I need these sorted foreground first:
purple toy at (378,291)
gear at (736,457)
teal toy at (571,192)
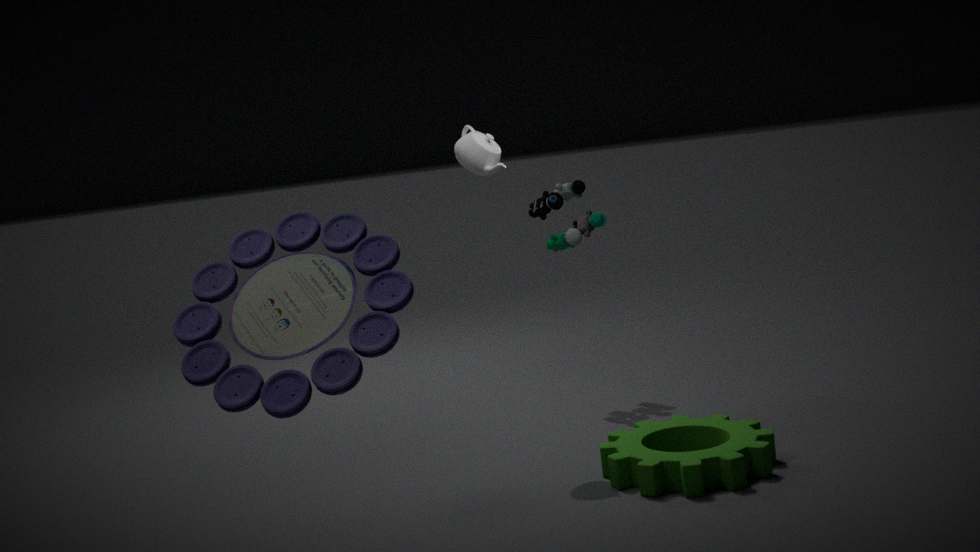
purple toy at (378,291)
gear at (736,457)
teal toy at (571,192)
